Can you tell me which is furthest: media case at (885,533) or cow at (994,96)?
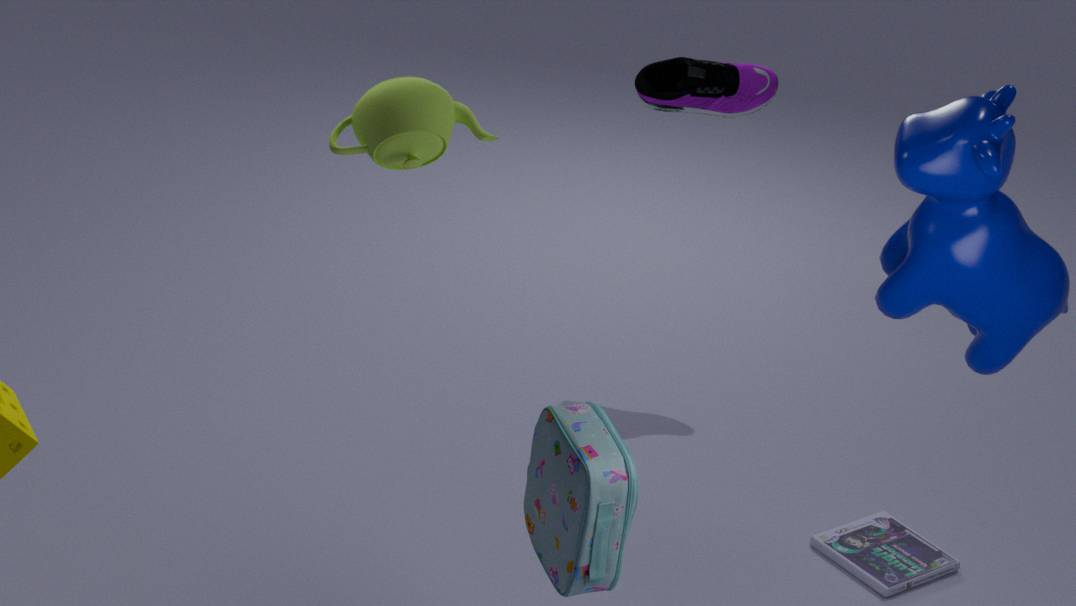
media case at (885,533)
